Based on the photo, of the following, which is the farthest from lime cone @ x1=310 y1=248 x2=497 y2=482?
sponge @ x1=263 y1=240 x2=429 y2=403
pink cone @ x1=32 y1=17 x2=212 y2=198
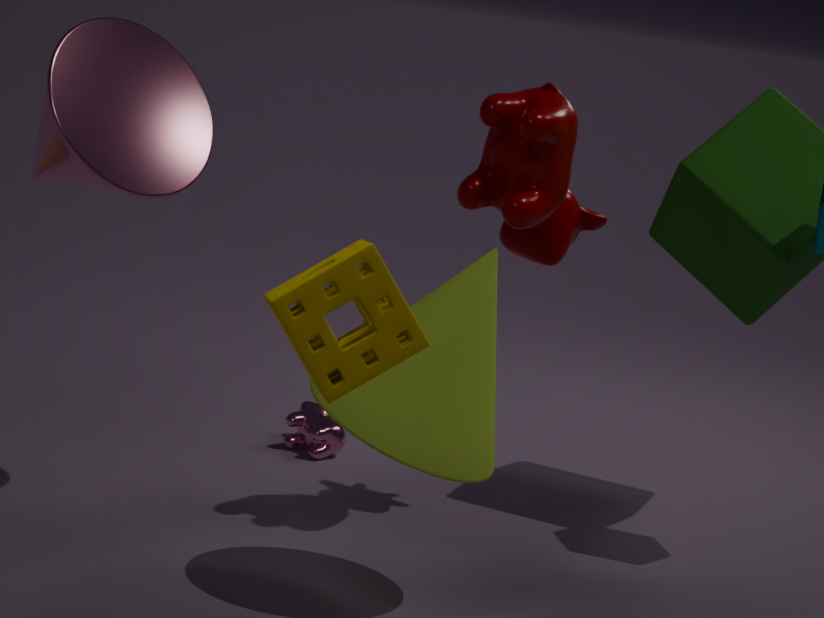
sponge @ x1=263 y1=240 x2=429 y2=403
